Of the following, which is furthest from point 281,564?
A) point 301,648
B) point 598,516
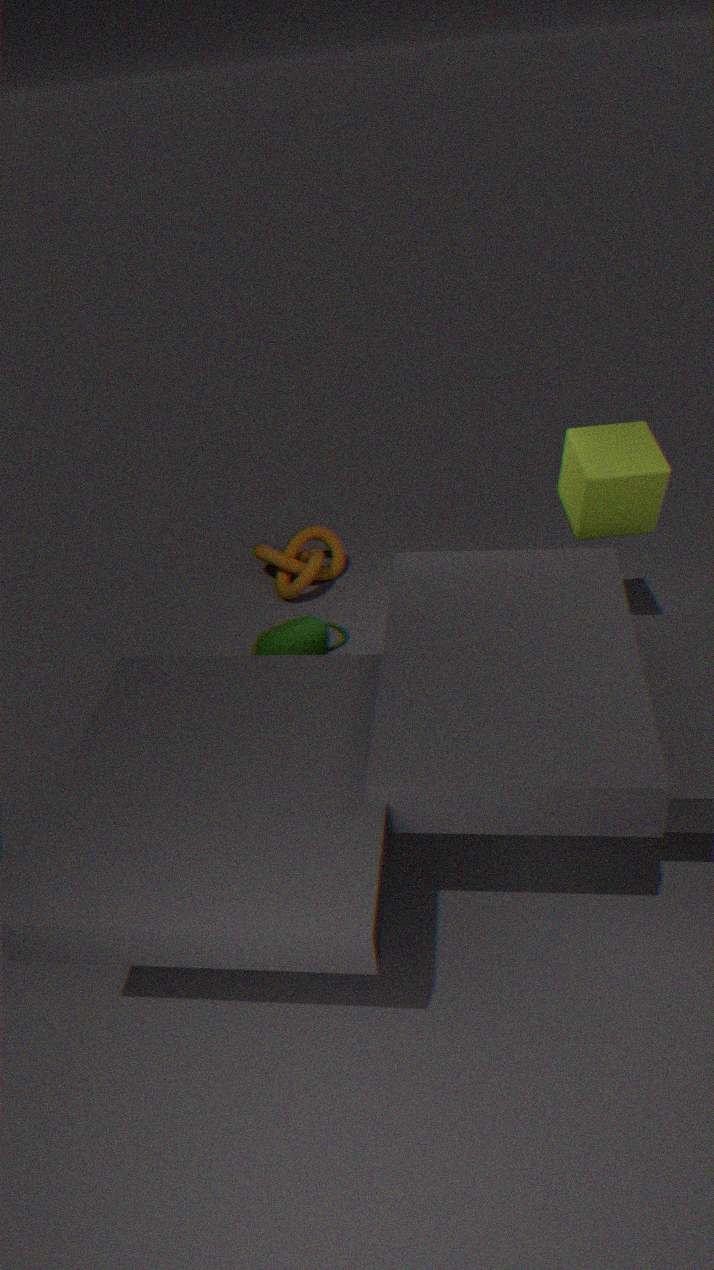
point 598,516
